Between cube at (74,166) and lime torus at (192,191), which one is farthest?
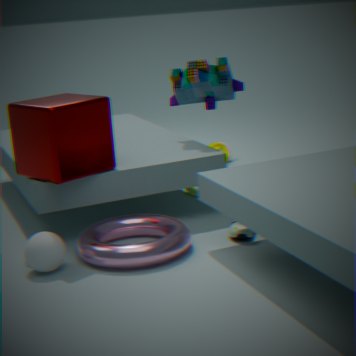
lime torus at (192,191)
